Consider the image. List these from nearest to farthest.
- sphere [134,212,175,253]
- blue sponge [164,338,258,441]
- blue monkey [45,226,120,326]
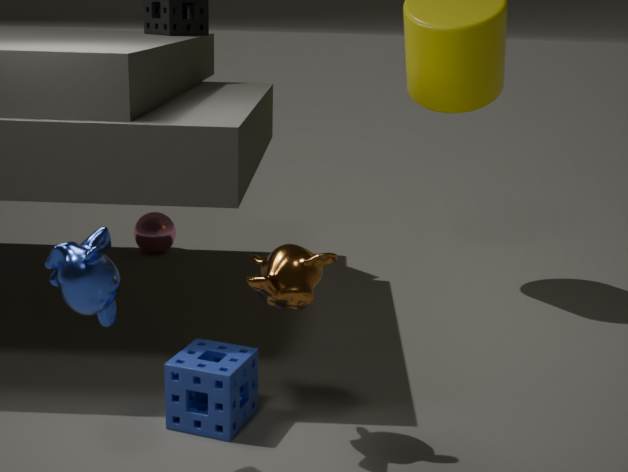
blue monkey [45,226,120,326] < blue sponge [164,338,258,441] < sphere [134,212,175,253]
